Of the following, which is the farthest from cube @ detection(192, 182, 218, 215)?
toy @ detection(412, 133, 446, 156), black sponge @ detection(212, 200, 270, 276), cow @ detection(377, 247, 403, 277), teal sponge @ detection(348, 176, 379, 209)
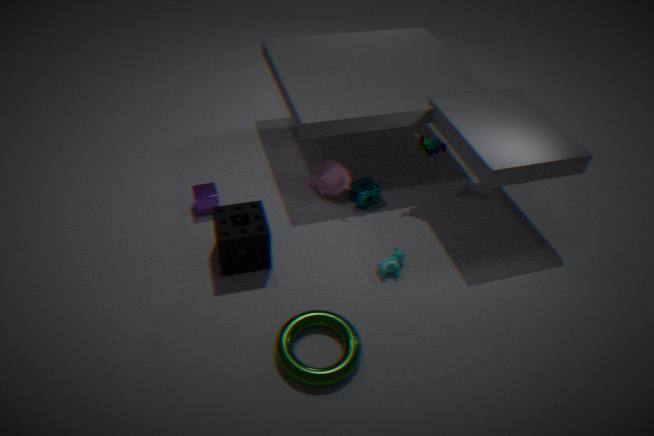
toy @ detection(412, 133, 446, 156)
